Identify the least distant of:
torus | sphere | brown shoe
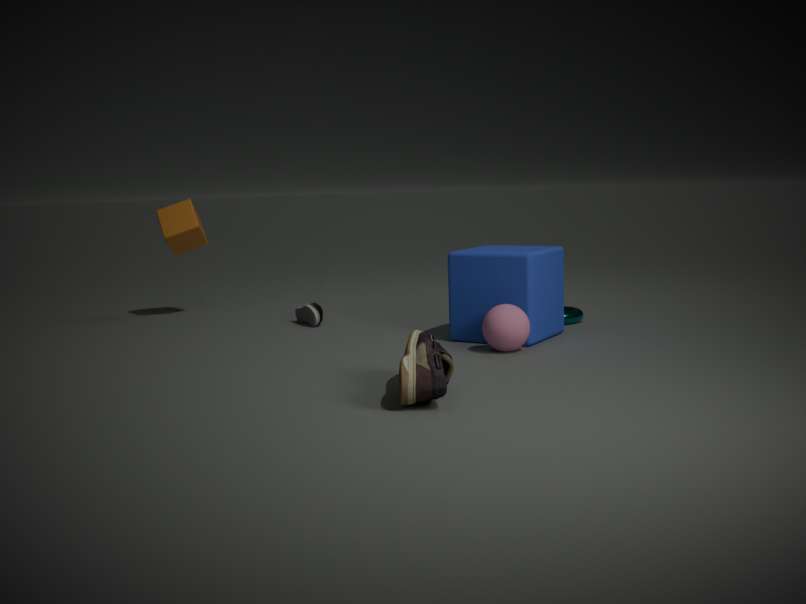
brown shoe
